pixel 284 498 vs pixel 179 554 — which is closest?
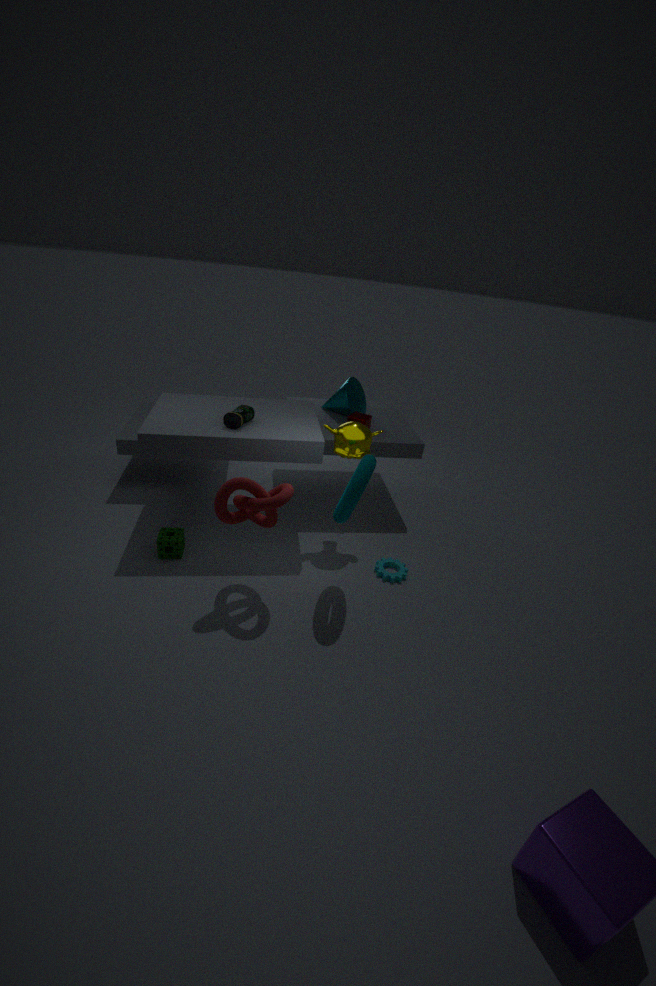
pixel 284 498
